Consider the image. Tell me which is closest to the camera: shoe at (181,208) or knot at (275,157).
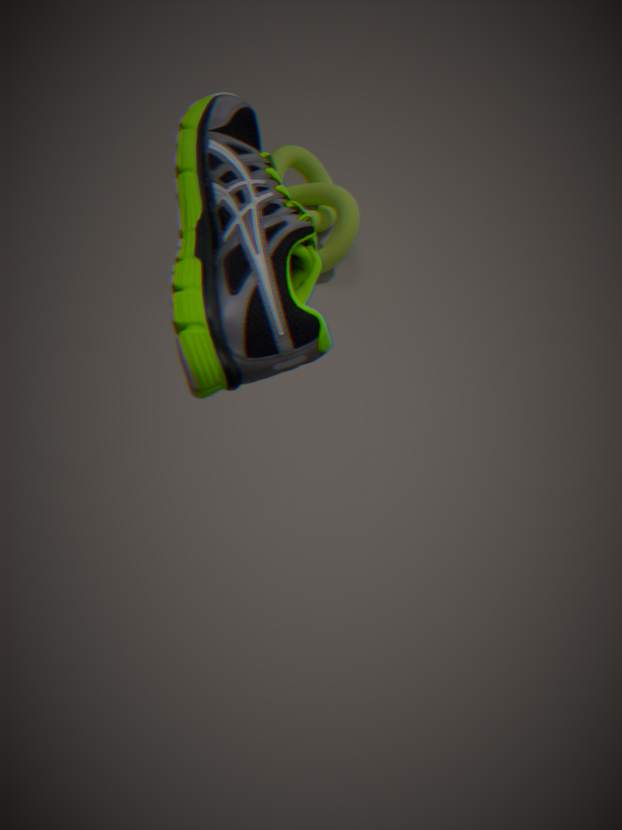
shoe at (181,208)
